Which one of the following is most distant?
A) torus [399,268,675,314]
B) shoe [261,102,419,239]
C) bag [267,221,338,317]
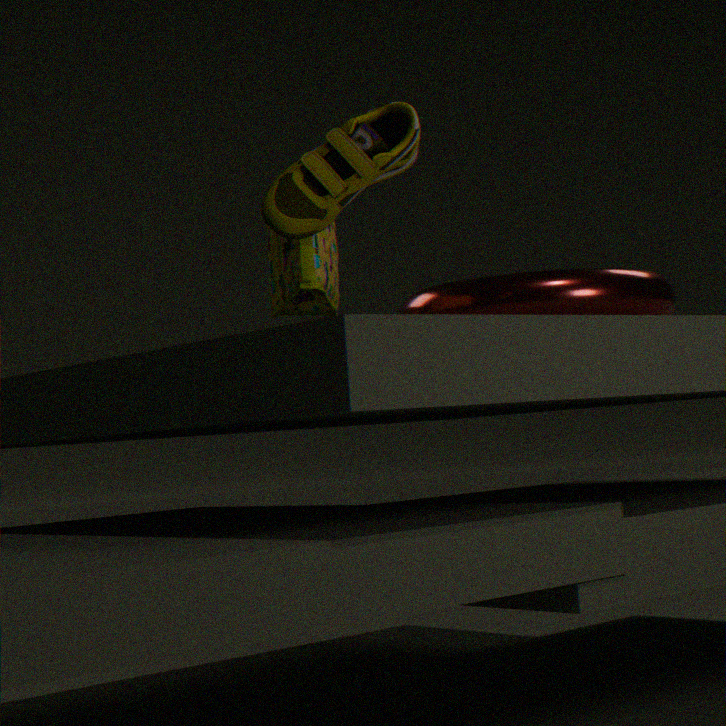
torus [399,268,675,314]
